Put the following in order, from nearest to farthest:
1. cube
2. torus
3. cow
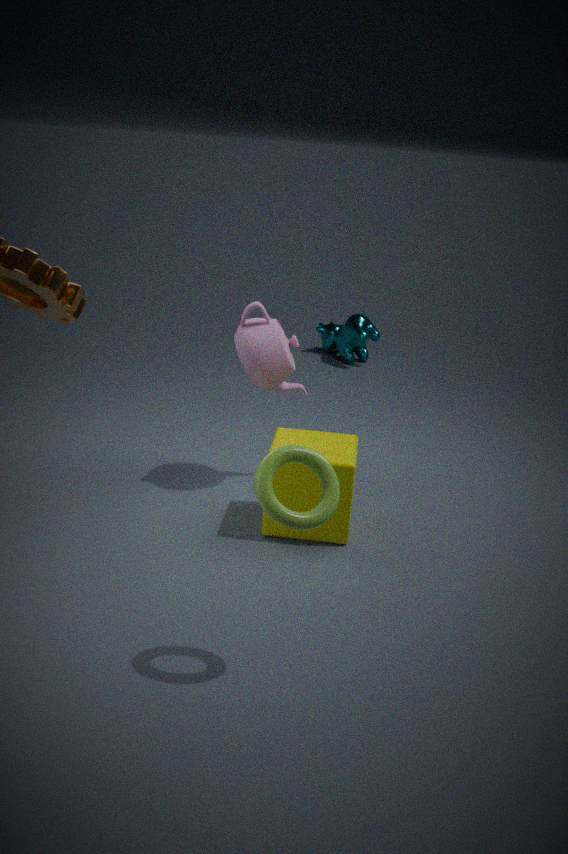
torus → cube → cow
